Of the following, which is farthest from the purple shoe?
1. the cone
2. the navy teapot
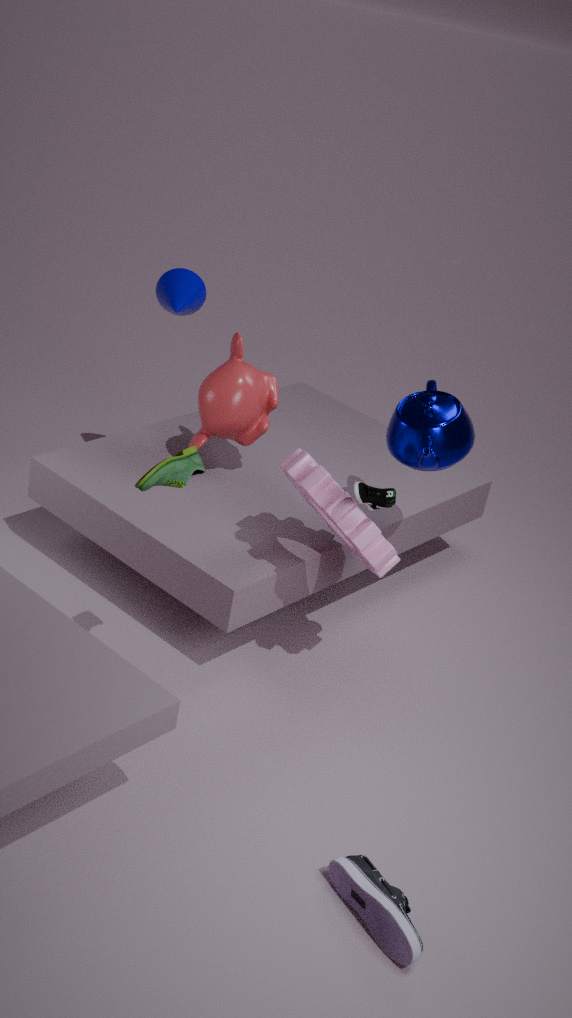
the cone
